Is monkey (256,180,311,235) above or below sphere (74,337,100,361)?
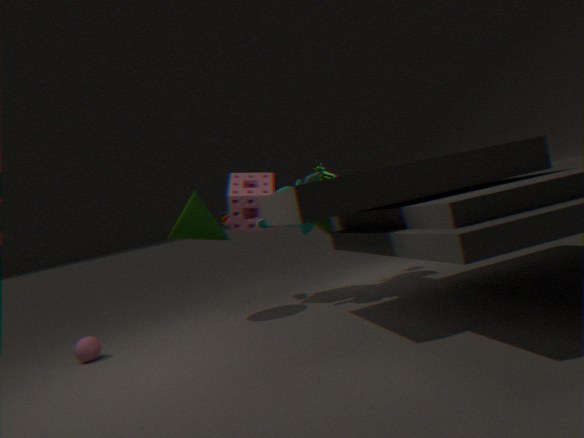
above
